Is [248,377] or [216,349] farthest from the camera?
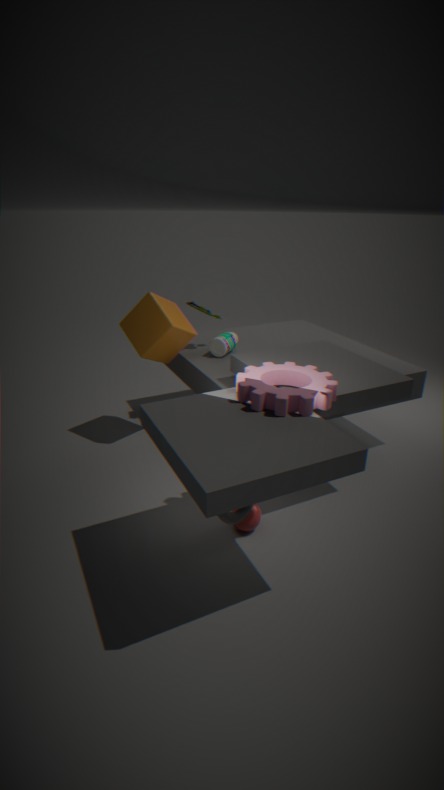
[216,349]
